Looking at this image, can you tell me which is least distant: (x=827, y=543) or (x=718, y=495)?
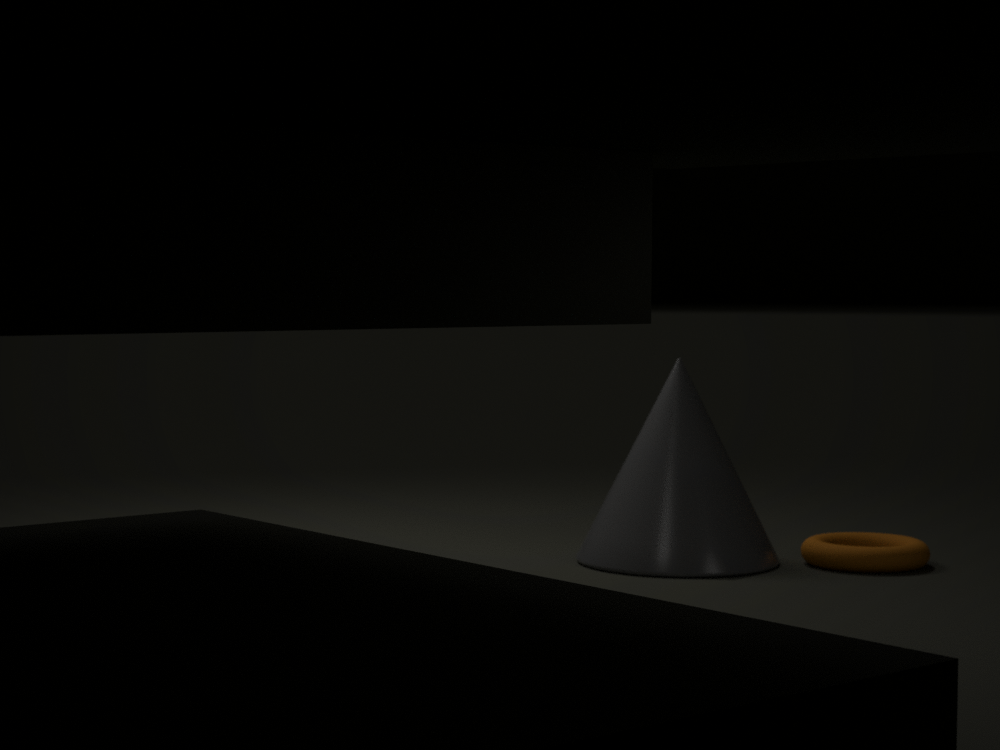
(x=718, y=495)
